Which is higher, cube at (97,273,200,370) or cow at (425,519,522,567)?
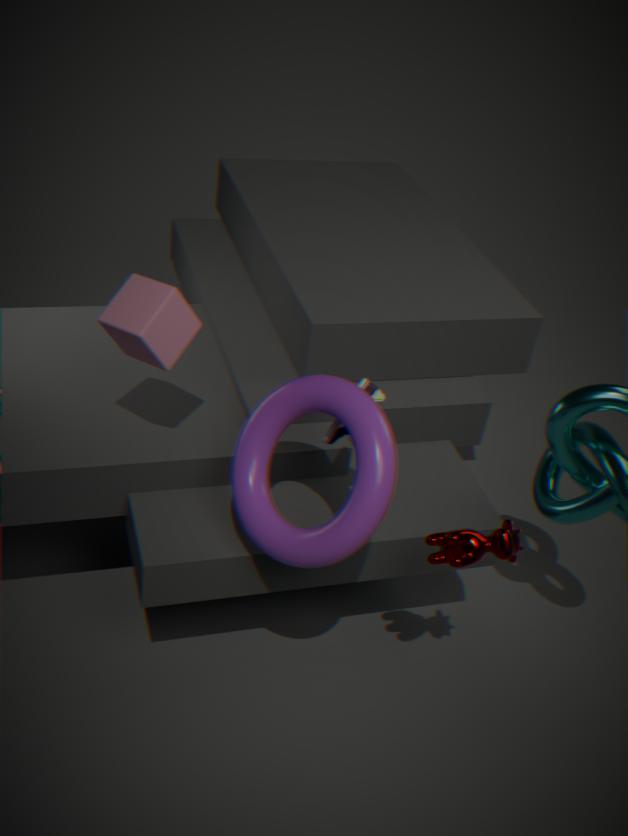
cube at (97,273,200,370)
